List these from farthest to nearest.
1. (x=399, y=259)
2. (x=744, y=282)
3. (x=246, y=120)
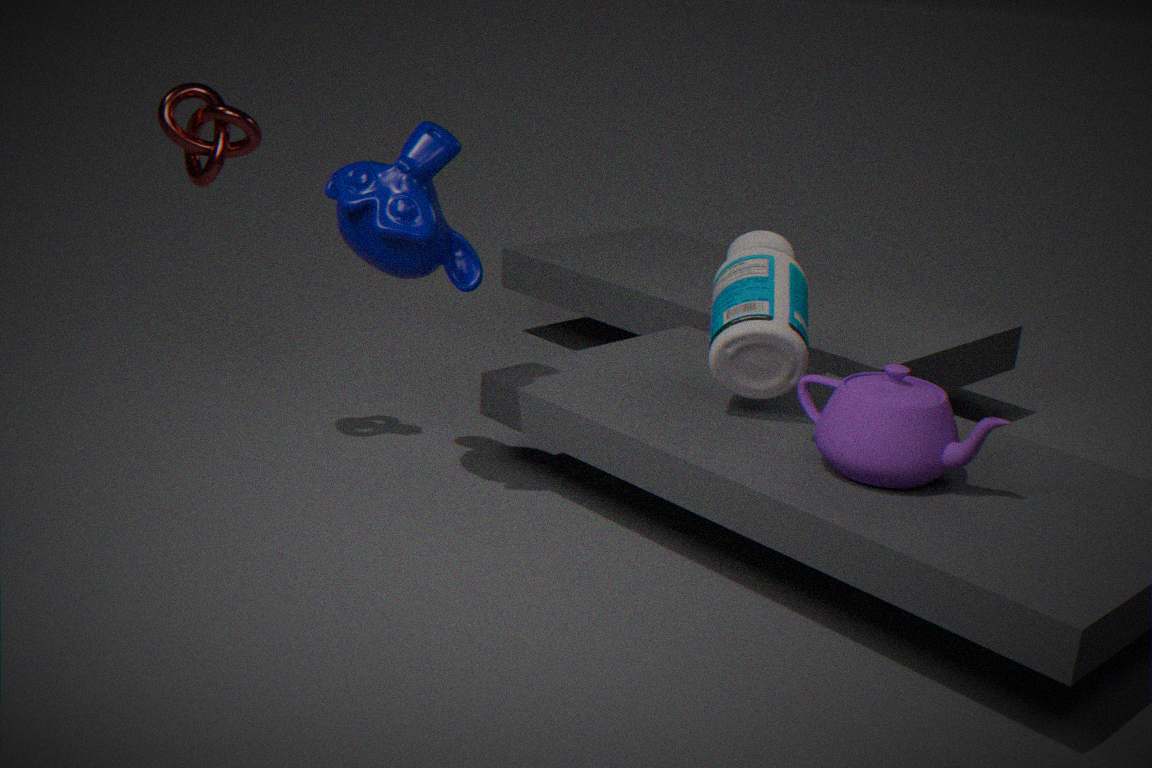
1. (x=246, y=120)
2. (x=744, y=282)
3. (x=399, y=259)
